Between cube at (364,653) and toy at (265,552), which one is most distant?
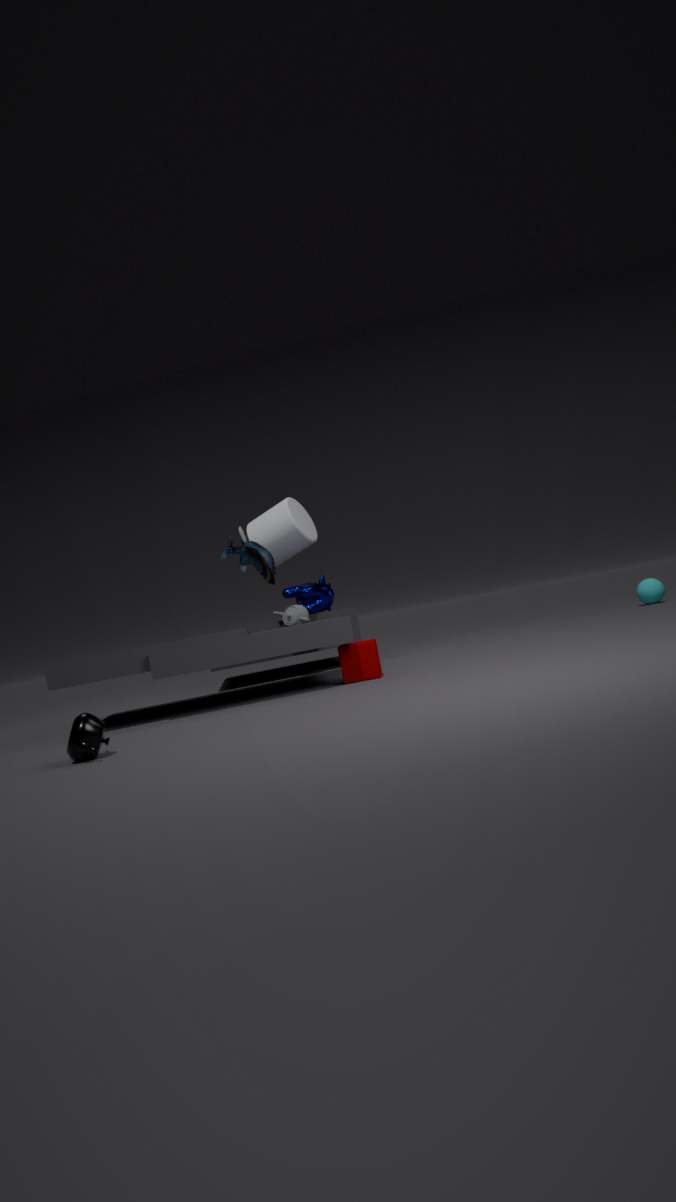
toy at (265,552)
